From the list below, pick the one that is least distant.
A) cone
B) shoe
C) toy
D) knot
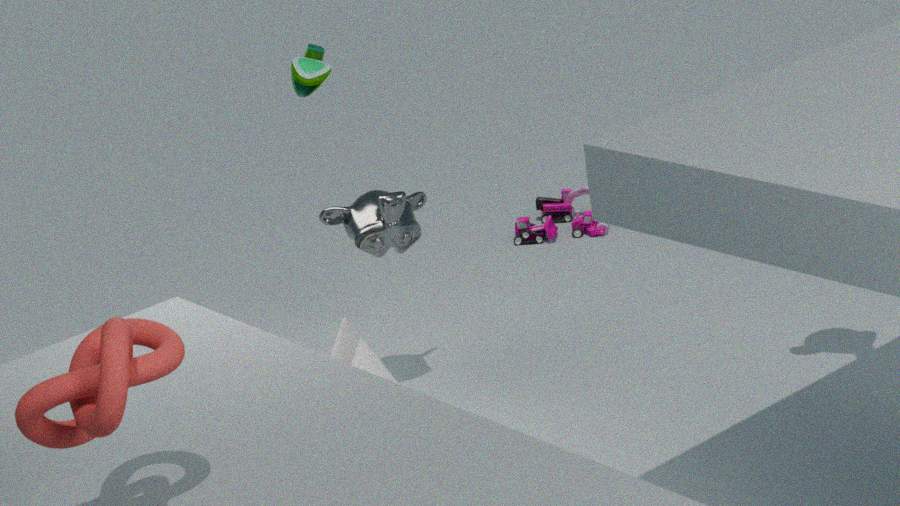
knot
